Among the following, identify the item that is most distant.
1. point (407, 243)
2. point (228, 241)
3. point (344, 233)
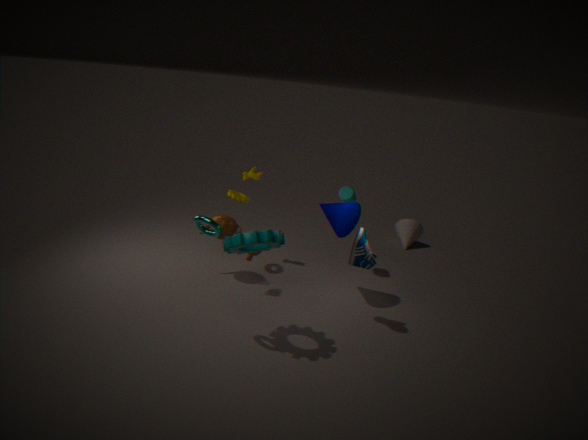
point (407, 243)
